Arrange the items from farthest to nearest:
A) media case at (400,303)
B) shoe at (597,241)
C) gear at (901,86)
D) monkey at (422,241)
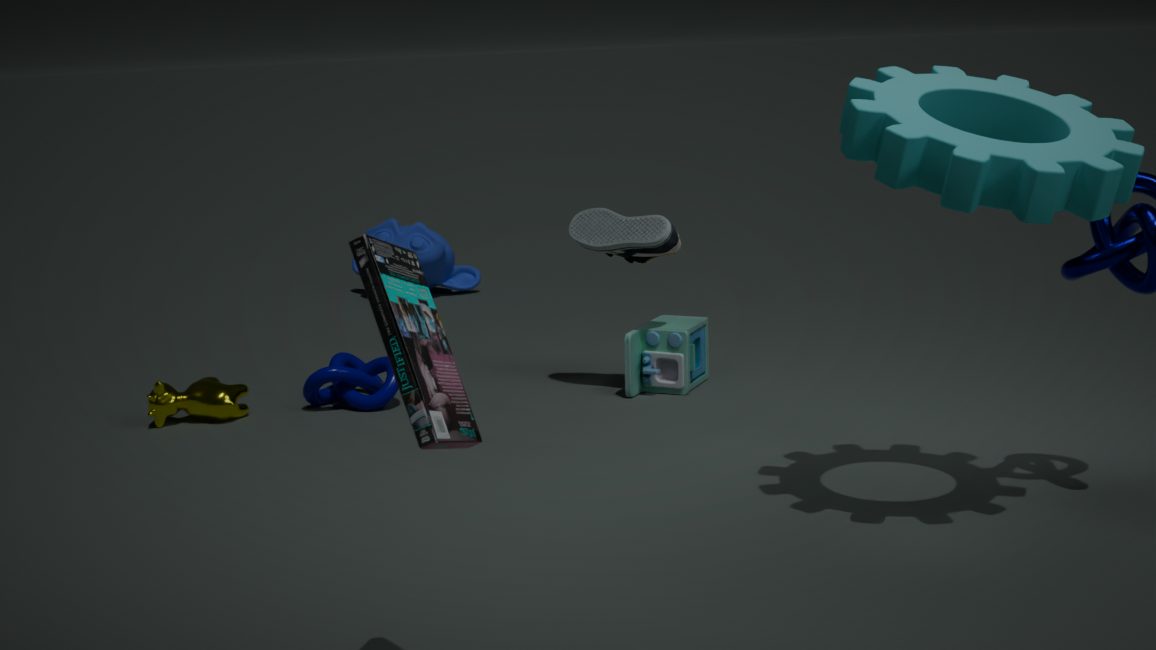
1. monkey at (422,241)
2. shoe at (597,241)
3. gear at (901,86)
4. media case at (400,303)
